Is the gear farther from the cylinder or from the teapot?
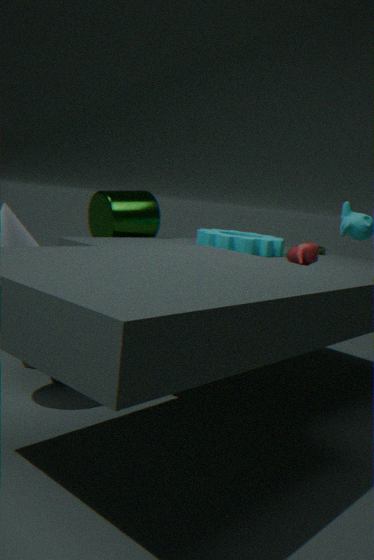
the teapot
